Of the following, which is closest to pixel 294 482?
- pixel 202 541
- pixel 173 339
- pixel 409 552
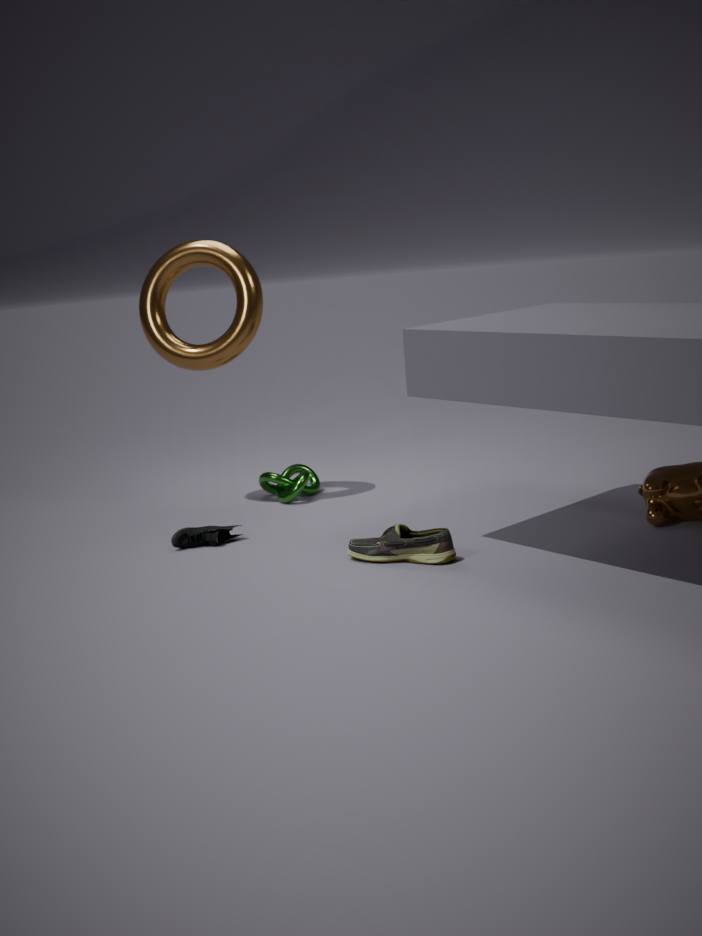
pixel 202 541
